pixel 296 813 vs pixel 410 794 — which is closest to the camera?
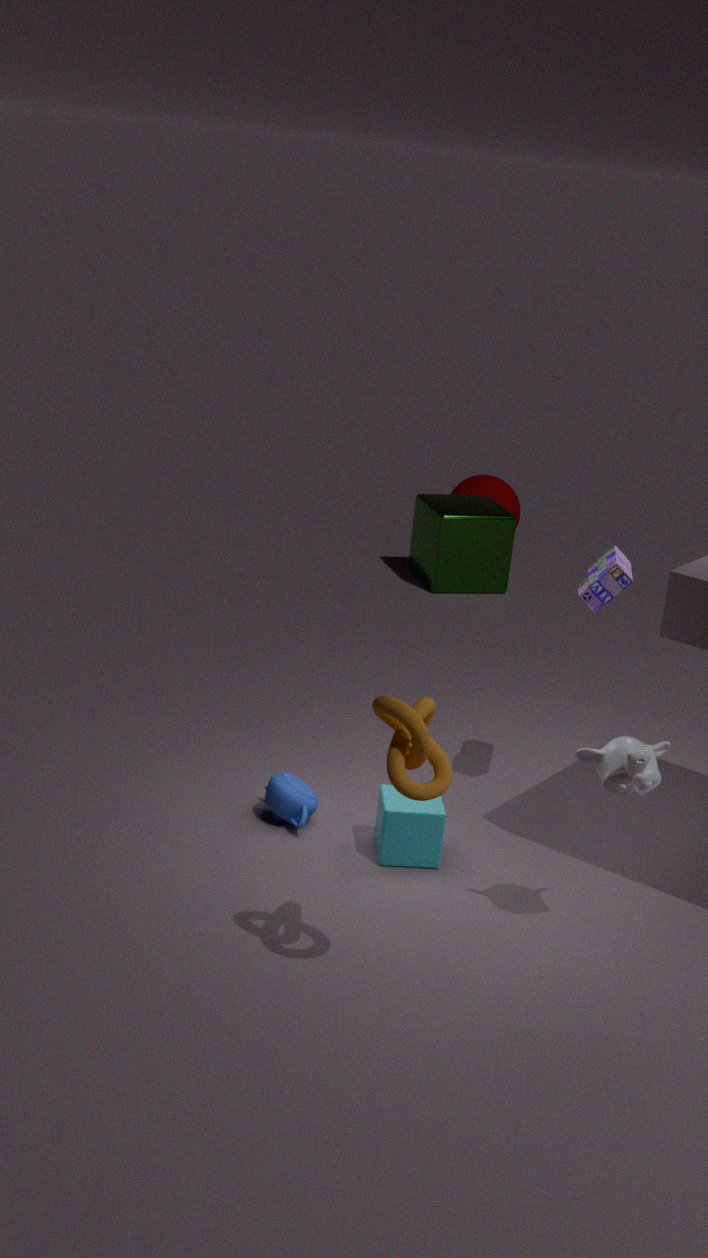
pixel 410 794
